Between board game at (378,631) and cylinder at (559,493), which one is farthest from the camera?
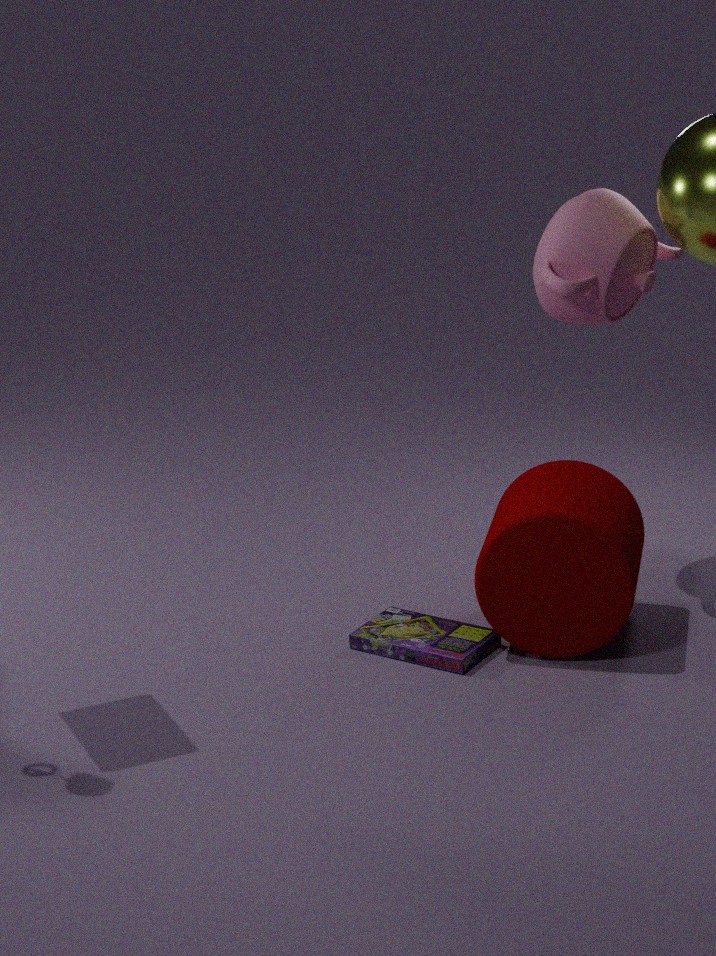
board game at (378,631)
